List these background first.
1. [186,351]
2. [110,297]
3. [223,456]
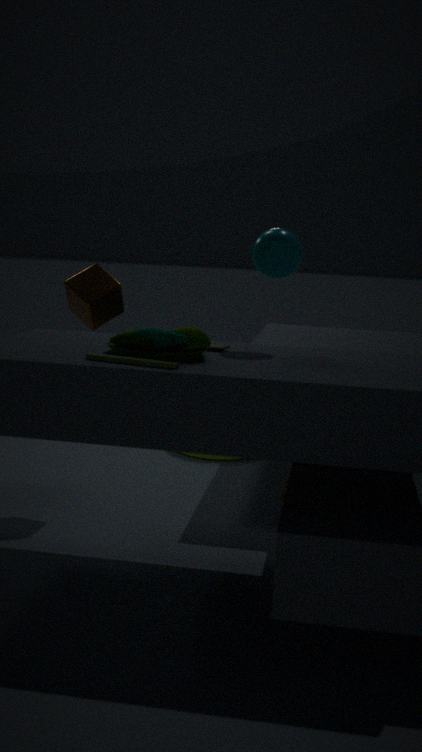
[223,456]
[110,297]
[186,351]
